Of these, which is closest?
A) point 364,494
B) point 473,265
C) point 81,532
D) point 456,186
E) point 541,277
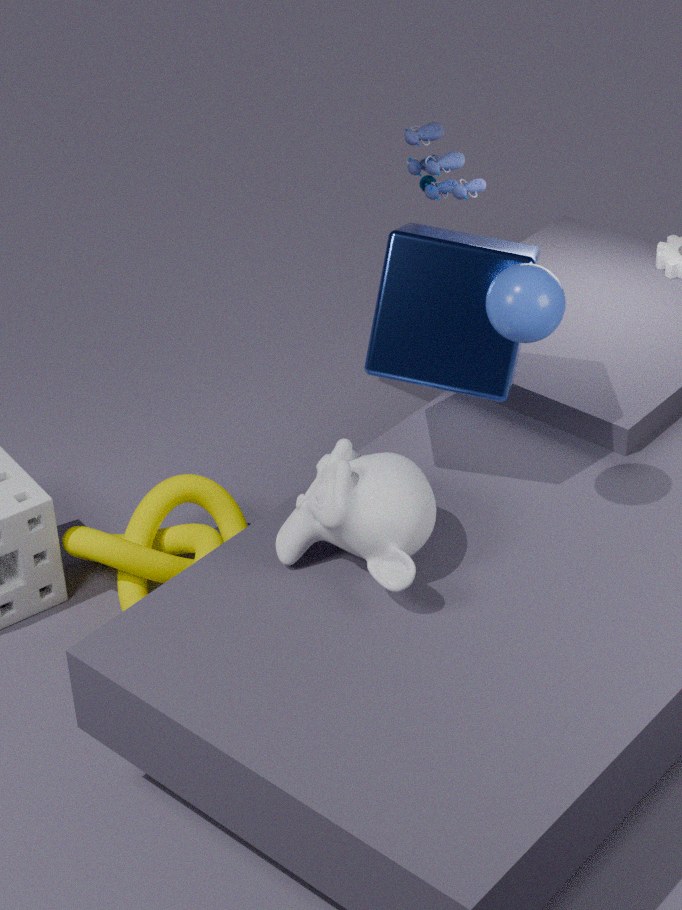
point 541,277
